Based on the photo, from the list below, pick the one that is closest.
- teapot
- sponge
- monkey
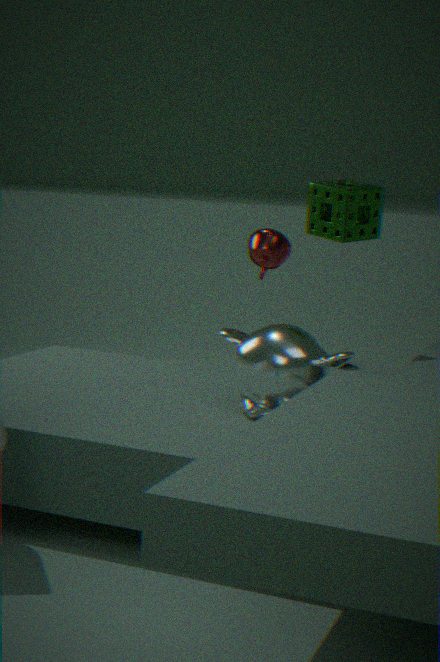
monkey
